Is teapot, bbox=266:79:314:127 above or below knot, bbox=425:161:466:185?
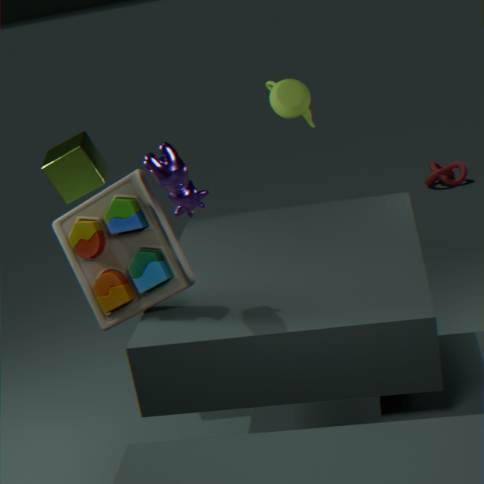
above
